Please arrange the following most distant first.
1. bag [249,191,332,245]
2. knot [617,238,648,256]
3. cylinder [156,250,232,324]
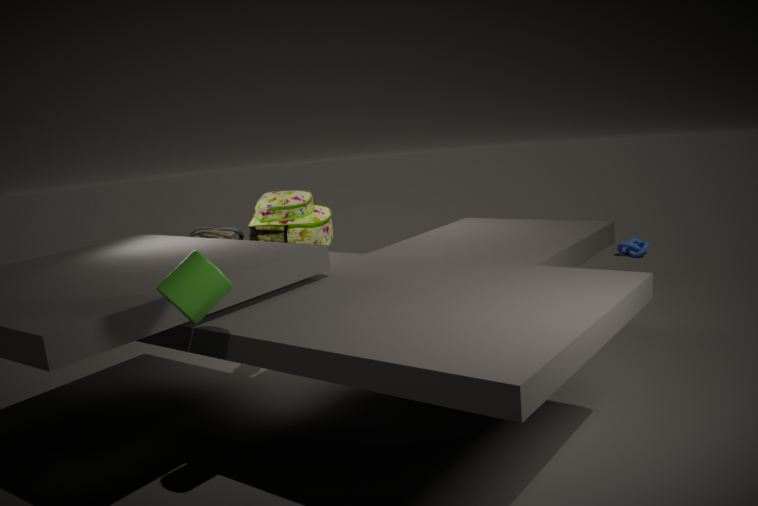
knot [617,238,648,256], bag [249,191,332,245], cylinder [156,250,232,324]
